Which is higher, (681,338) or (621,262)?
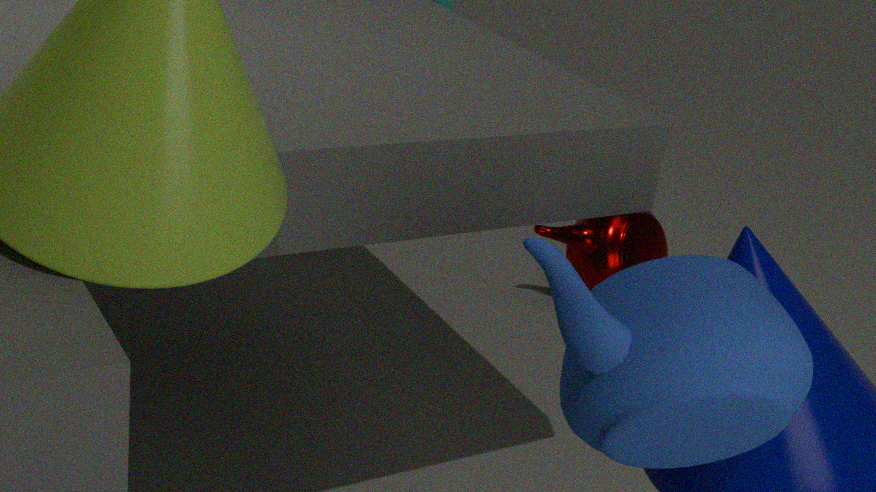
(681,338)
